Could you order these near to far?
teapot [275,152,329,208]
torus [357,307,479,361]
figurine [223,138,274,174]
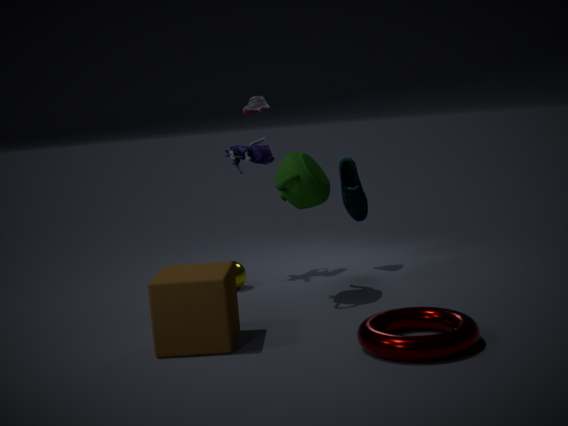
torus [357,307,479,361] < teapot [275,152,329,208] < figurine [223,138,274,174]
